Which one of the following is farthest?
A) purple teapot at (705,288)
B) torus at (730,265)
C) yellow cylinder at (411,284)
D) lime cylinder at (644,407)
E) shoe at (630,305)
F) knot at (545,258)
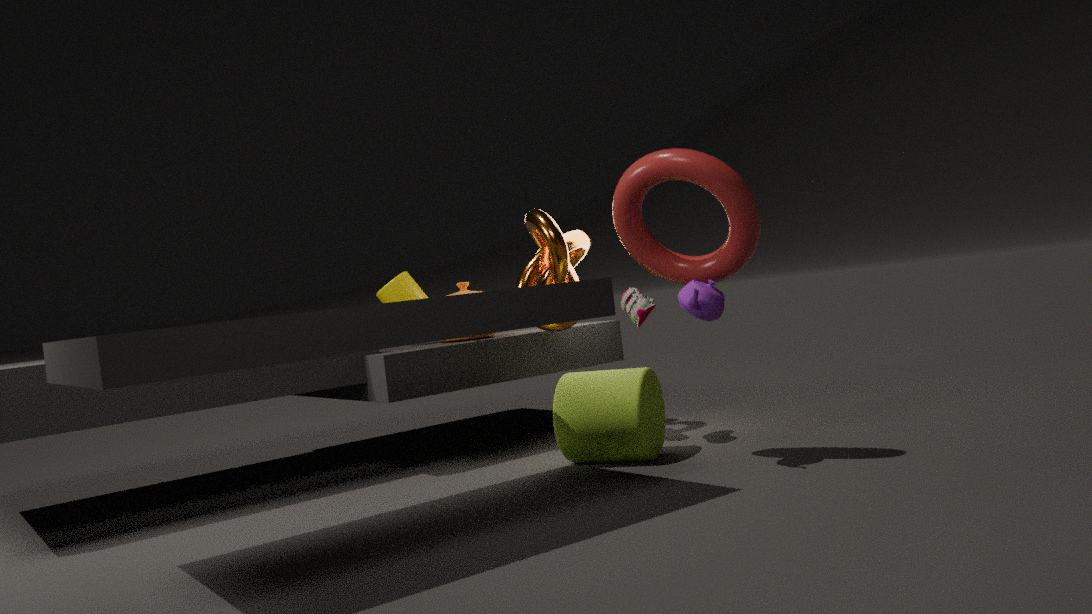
yellow cylinder at (411,284)
